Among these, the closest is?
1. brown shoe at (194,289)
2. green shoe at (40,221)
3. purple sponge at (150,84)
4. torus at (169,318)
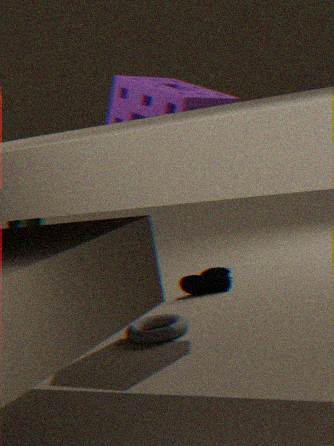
purple sponge at (150,84)
